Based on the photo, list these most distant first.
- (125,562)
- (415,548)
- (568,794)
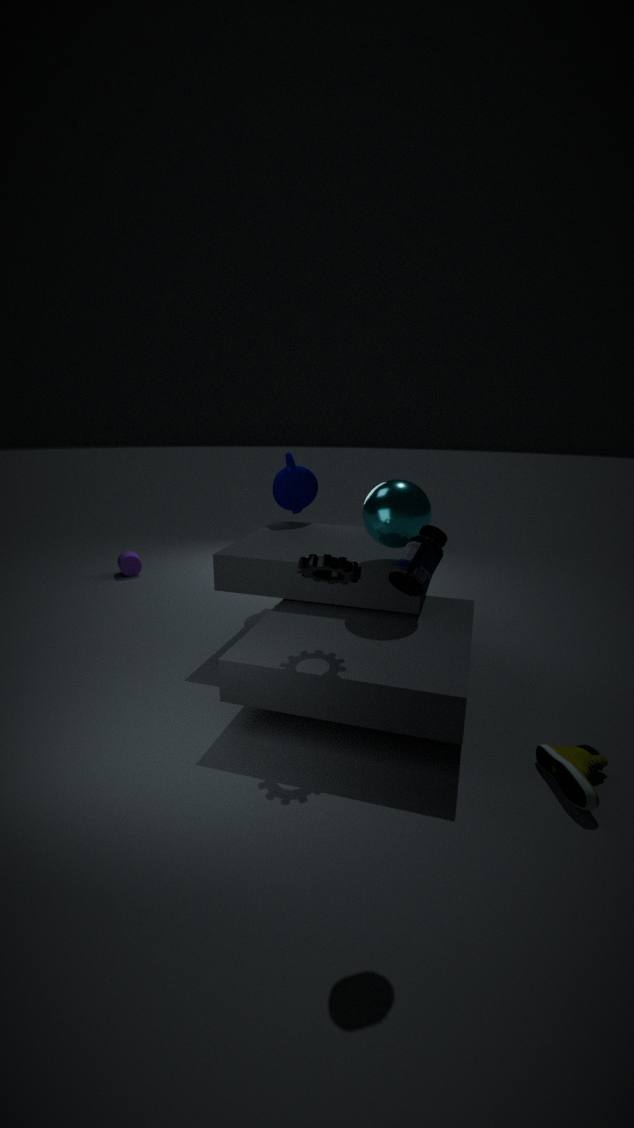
1. (125,562)
2. (568,794)
3. (415,548)
